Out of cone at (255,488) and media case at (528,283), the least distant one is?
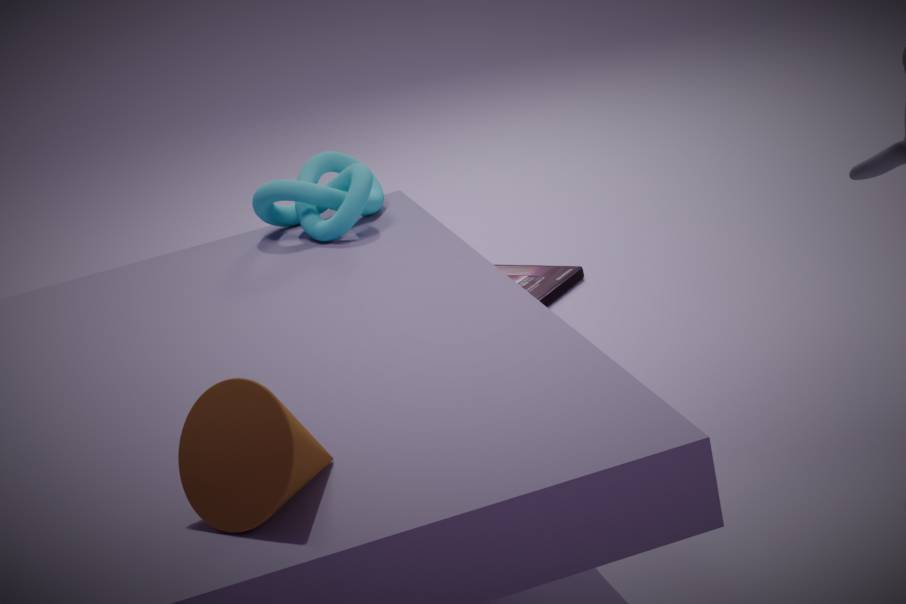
cone at (255,488)
